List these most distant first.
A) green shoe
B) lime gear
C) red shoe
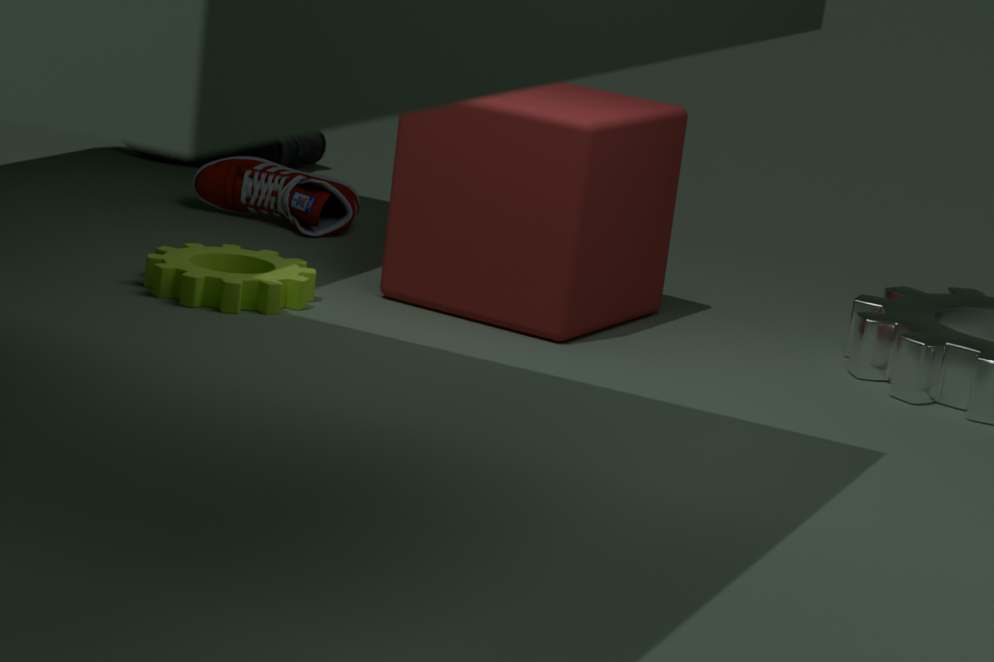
red shoe → lime gear → green shoe
